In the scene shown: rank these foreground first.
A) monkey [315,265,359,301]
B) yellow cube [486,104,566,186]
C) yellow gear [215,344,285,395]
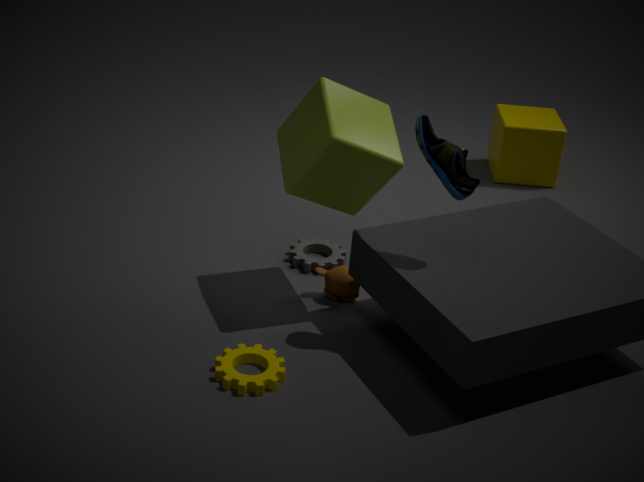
yellow gear [215,344,285,395], monkey [315,265,359,301], yellow cube [486,104,566,186]
